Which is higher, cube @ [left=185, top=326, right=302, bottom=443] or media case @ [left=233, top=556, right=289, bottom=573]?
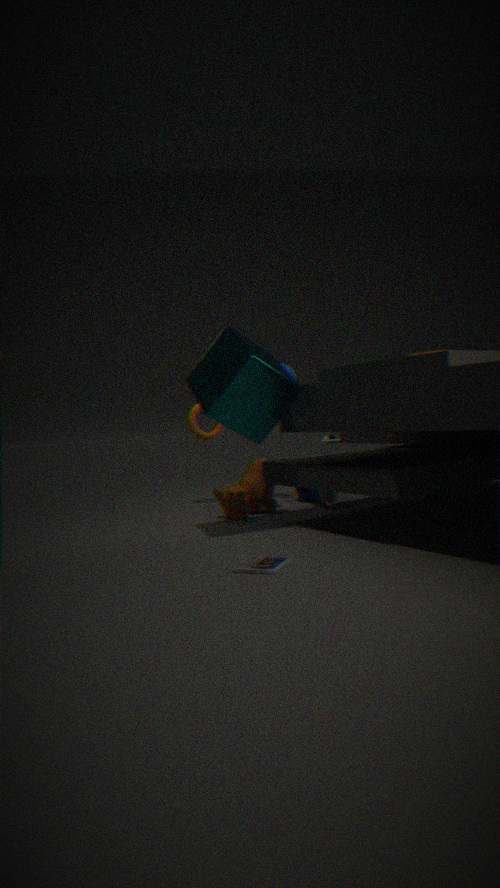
cube @ [left=185, top=326, right=302, bottom=443]
